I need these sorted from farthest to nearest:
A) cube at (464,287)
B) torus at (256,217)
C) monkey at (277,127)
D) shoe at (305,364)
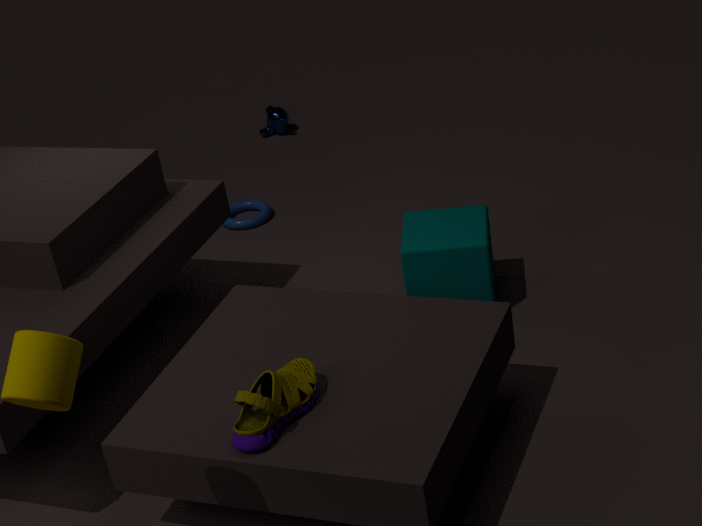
monkey at (277,127) < torus at (256,217) < cube at (464,287) < shoe at (305,364)
